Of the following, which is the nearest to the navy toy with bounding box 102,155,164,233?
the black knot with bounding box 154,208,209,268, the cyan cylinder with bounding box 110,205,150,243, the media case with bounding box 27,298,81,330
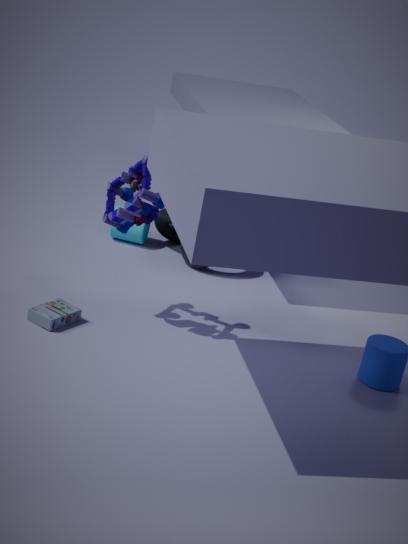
the media case with bounding box 27,298,81,330
